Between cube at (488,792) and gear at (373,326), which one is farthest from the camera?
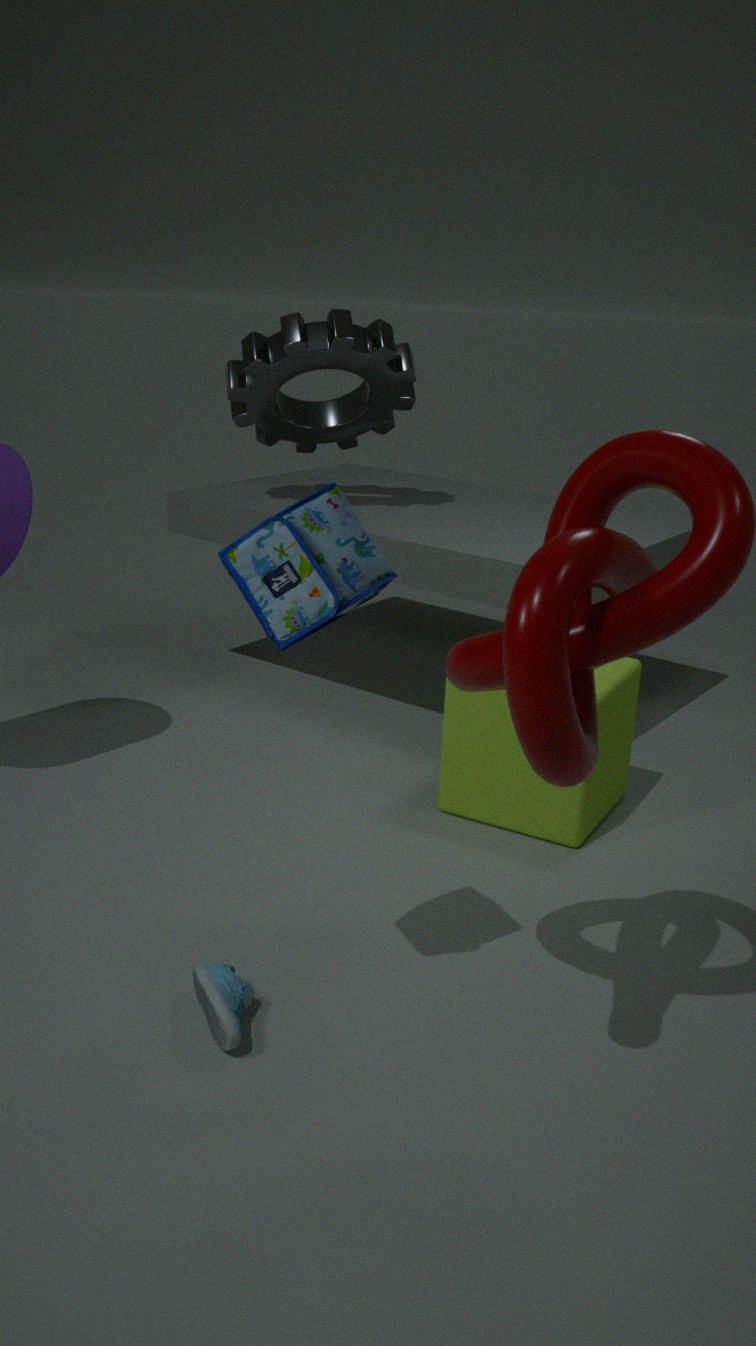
gear at (373,326)
